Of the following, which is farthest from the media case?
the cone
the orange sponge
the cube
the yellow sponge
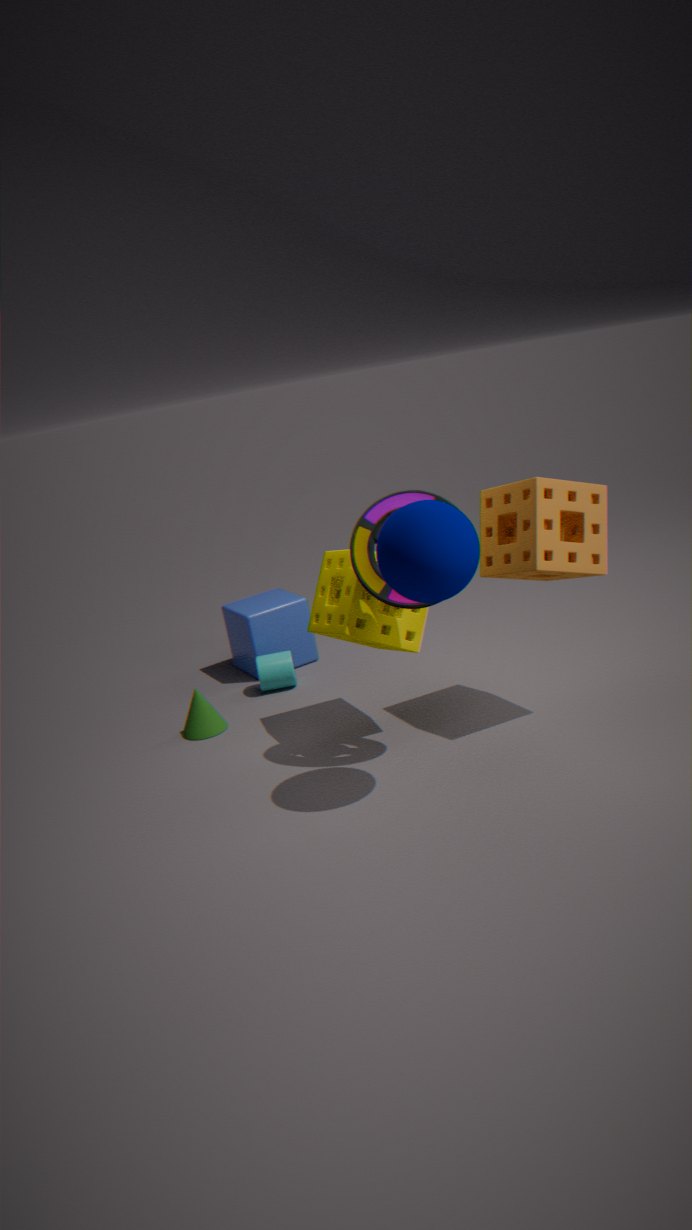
the cube
